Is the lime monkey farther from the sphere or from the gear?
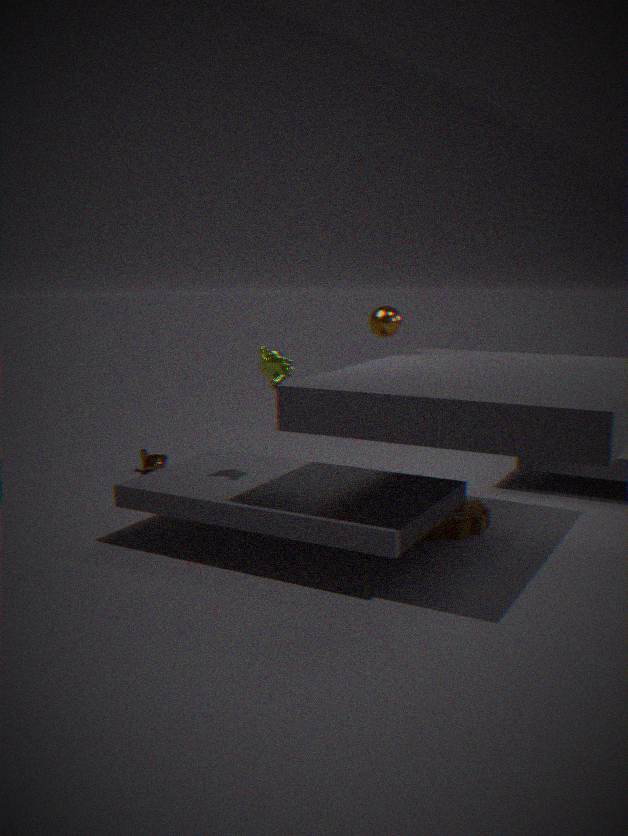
the gear
